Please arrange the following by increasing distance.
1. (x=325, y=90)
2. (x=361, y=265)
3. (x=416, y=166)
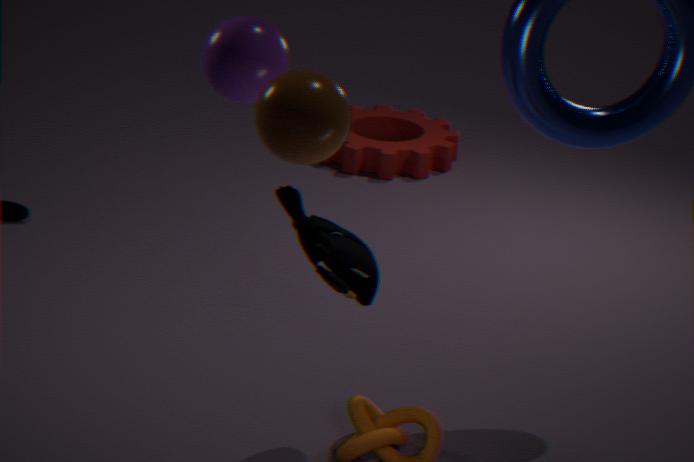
1. (x=325, y=90)
2. (x=361, y=265)
3. (x=416, y=166)
